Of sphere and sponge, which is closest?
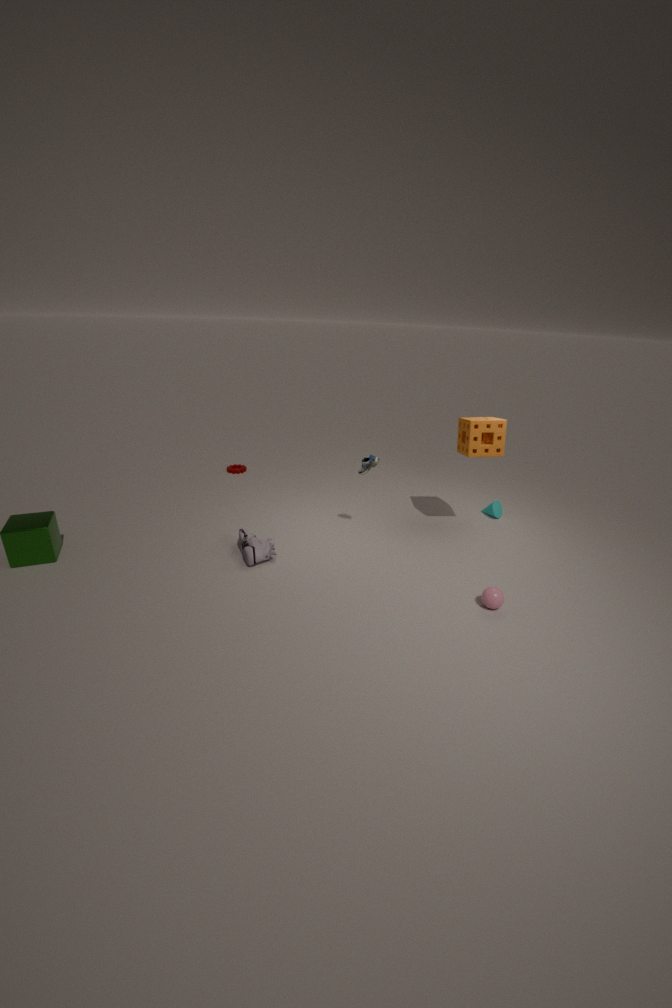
sphere
